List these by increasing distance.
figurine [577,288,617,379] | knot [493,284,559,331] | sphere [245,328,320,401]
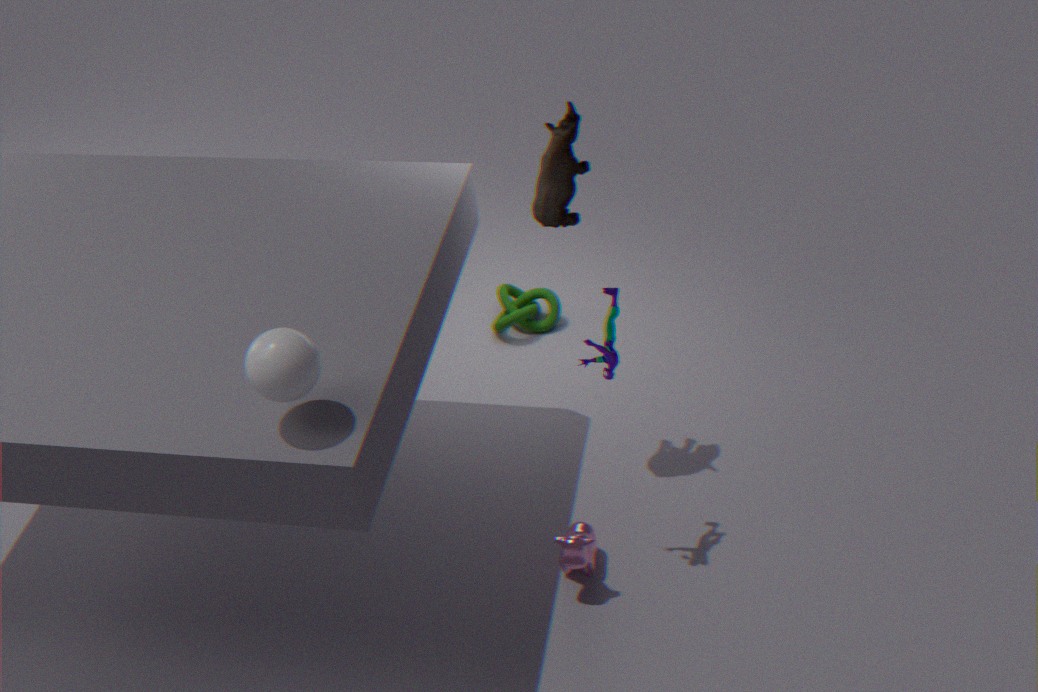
sphere [245,328,320,401] → figurine [577,288,617,379] → knot [493,284,559,331]
